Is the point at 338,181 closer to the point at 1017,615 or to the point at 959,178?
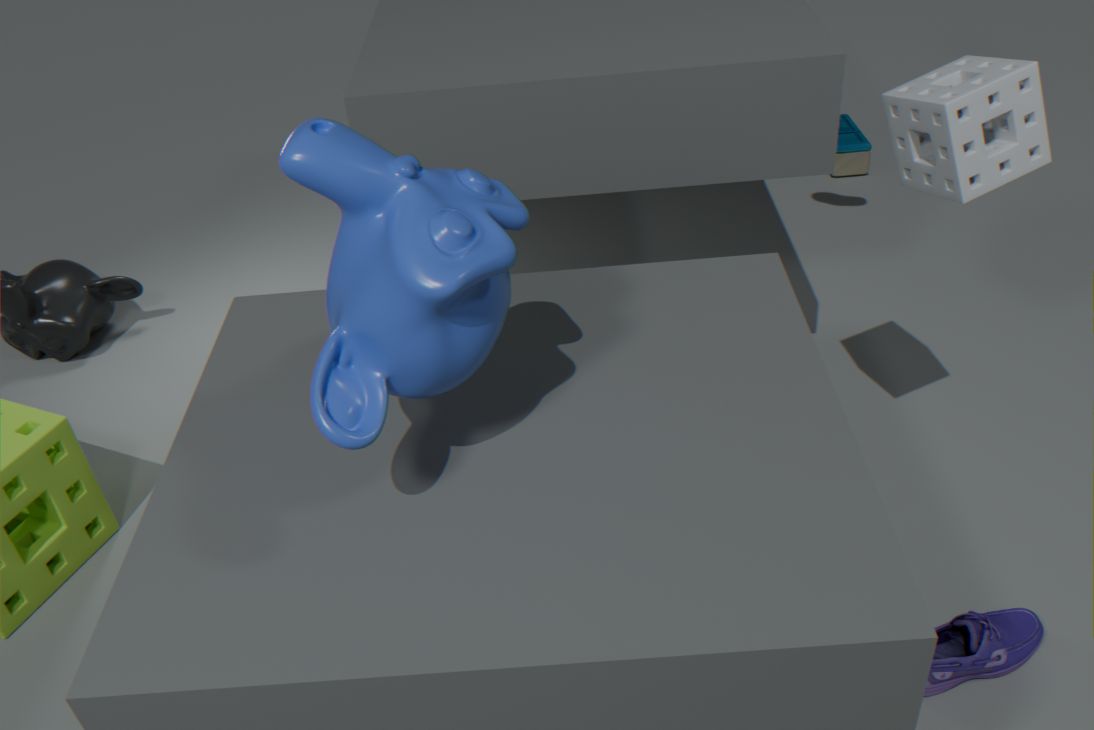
the point at 959,178
